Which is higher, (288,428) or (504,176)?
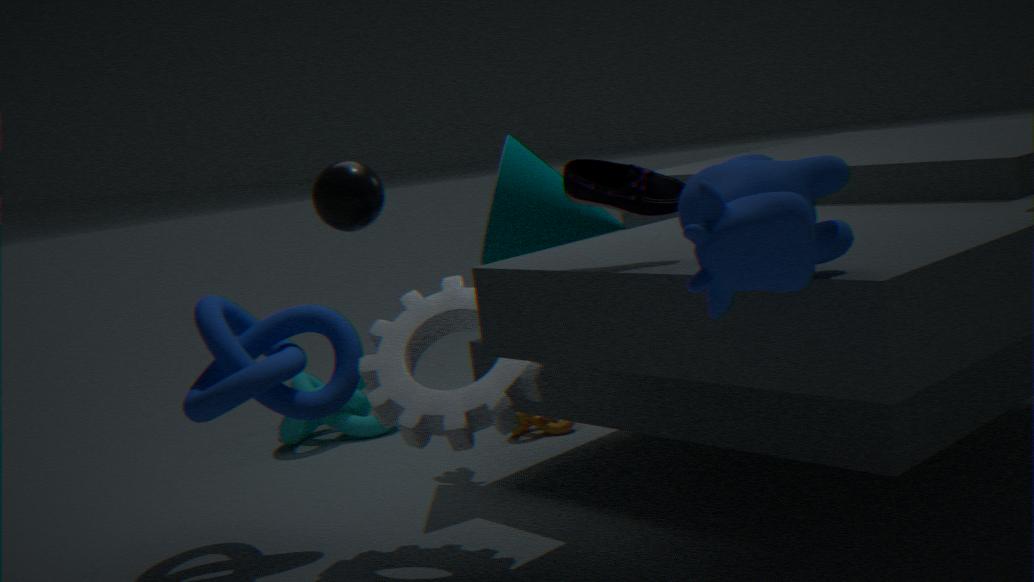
(504,176)
